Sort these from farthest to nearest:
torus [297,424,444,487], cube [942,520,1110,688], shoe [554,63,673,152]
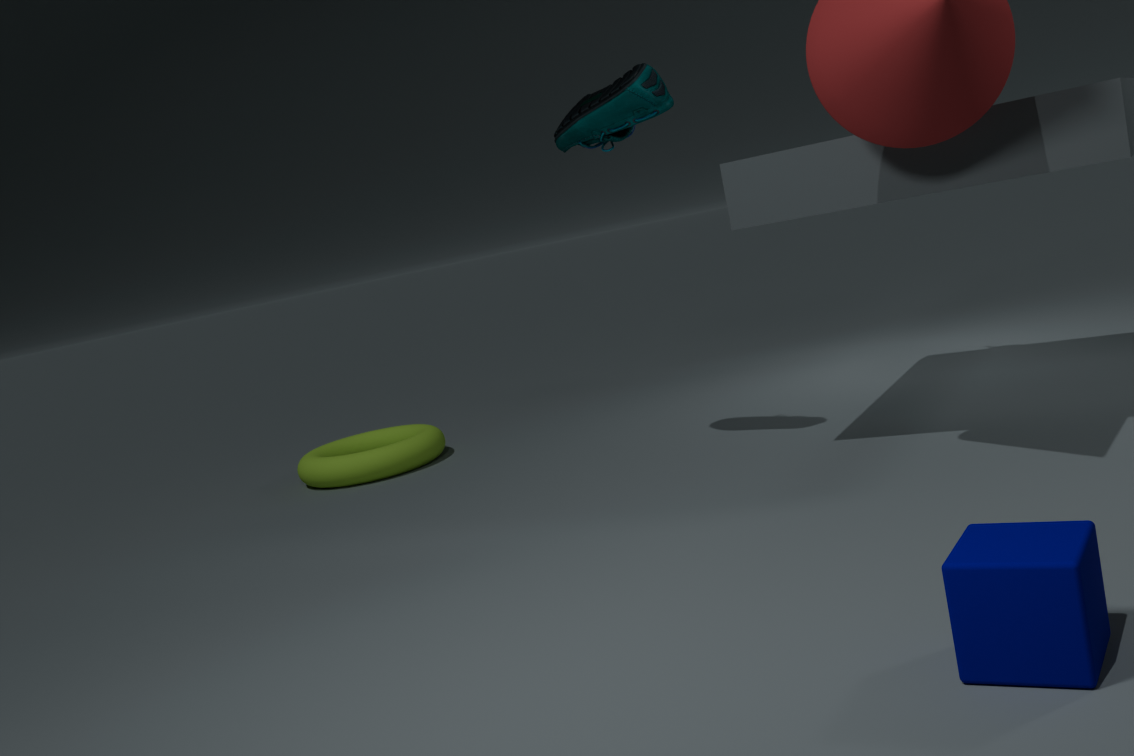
torus [297,424,444,487], shoe [554,63,673,152], cube [942,520,1110,688]
